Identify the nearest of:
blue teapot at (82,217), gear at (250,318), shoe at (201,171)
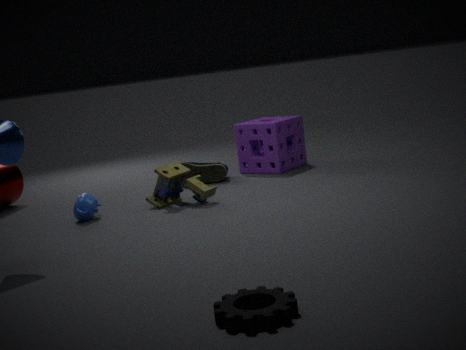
gear at (250,318)
